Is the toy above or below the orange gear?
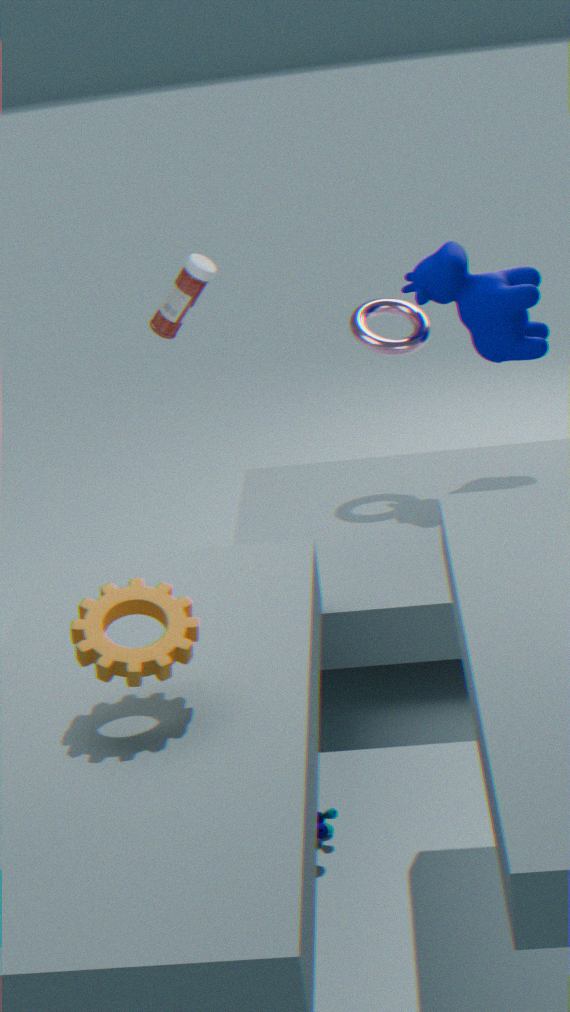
below
